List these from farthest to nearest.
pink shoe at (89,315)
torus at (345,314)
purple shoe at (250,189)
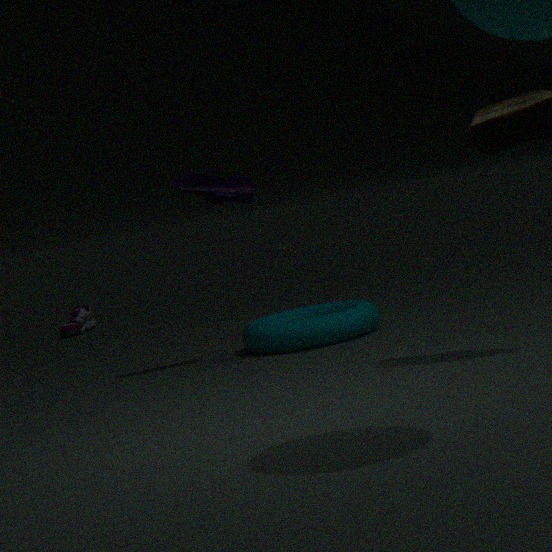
pink shoe at (89,315)
purple shoe at (250,189)
torus at (345,314)
